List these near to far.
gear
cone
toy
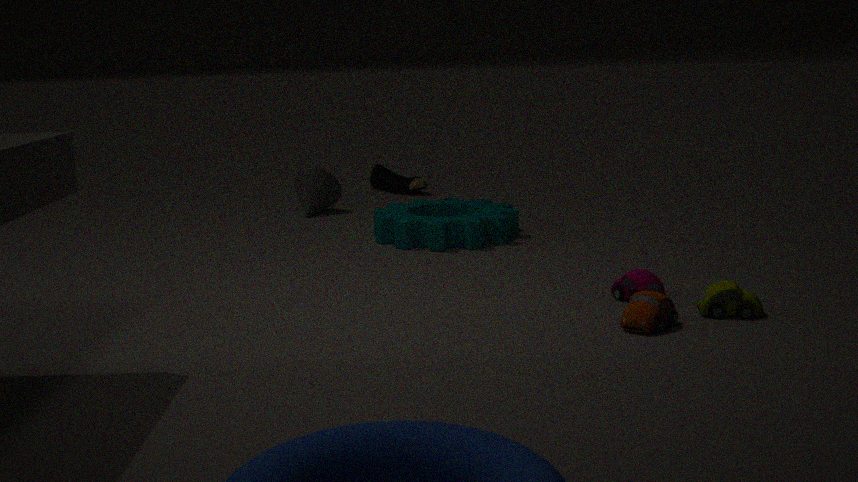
toy < gear < cone
